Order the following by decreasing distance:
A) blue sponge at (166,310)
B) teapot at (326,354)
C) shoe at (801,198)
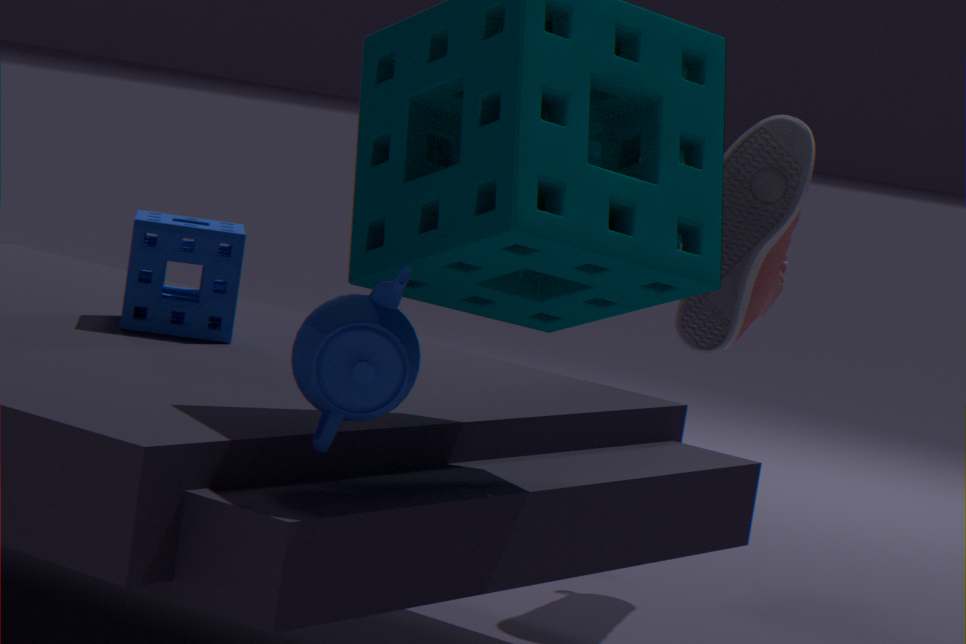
shoe at (801,198), blue sponge at (166,310), teapot at (326,354)
